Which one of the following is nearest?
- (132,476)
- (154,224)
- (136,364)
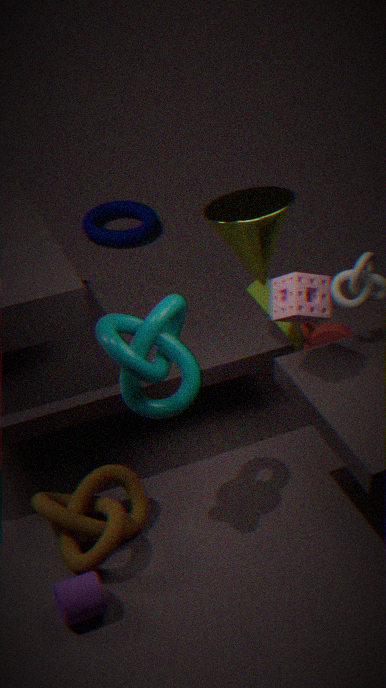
(136,364)
